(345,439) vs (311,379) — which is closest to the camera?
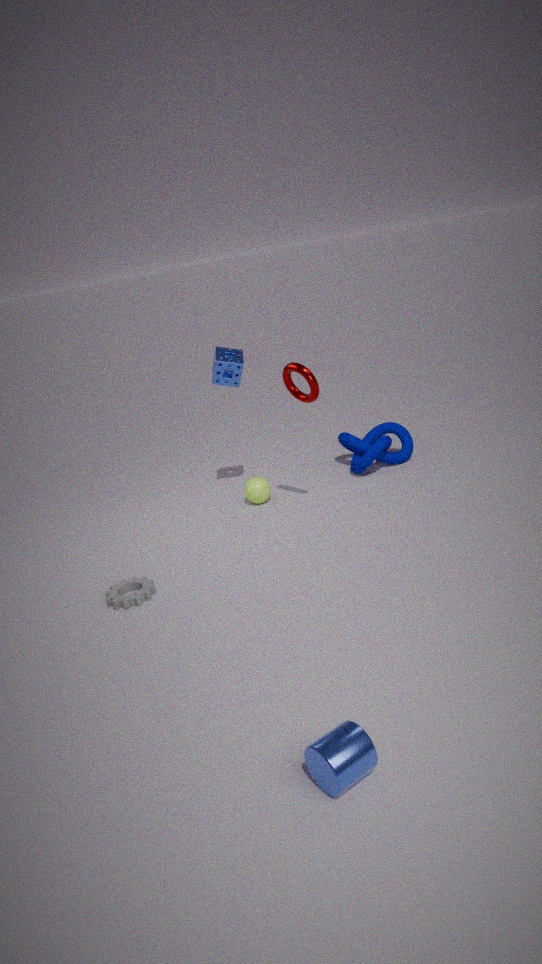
(311,379)
